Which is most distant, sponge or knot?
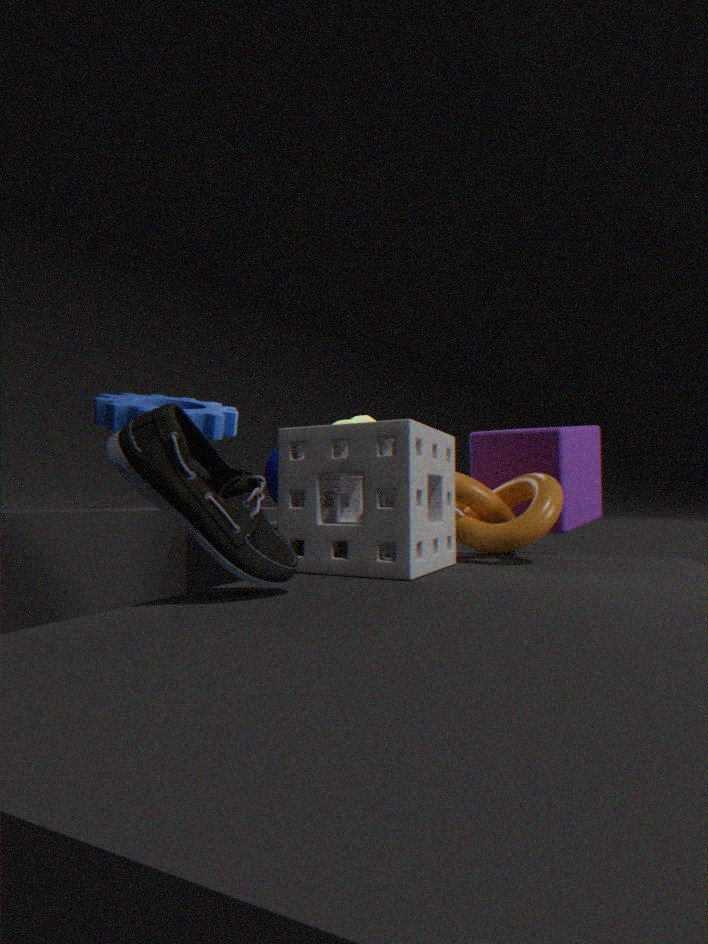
knot
